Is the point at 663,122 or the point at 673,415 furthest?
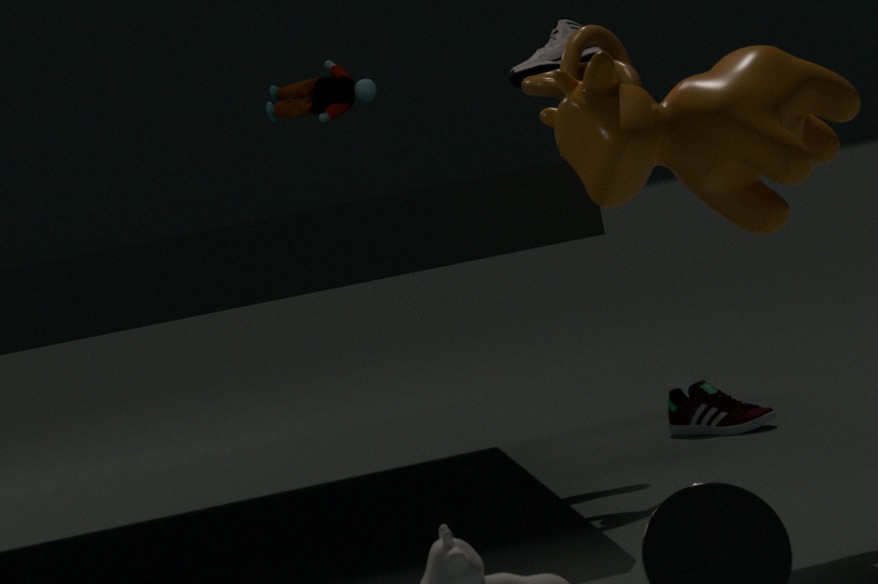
the point at 673,415
